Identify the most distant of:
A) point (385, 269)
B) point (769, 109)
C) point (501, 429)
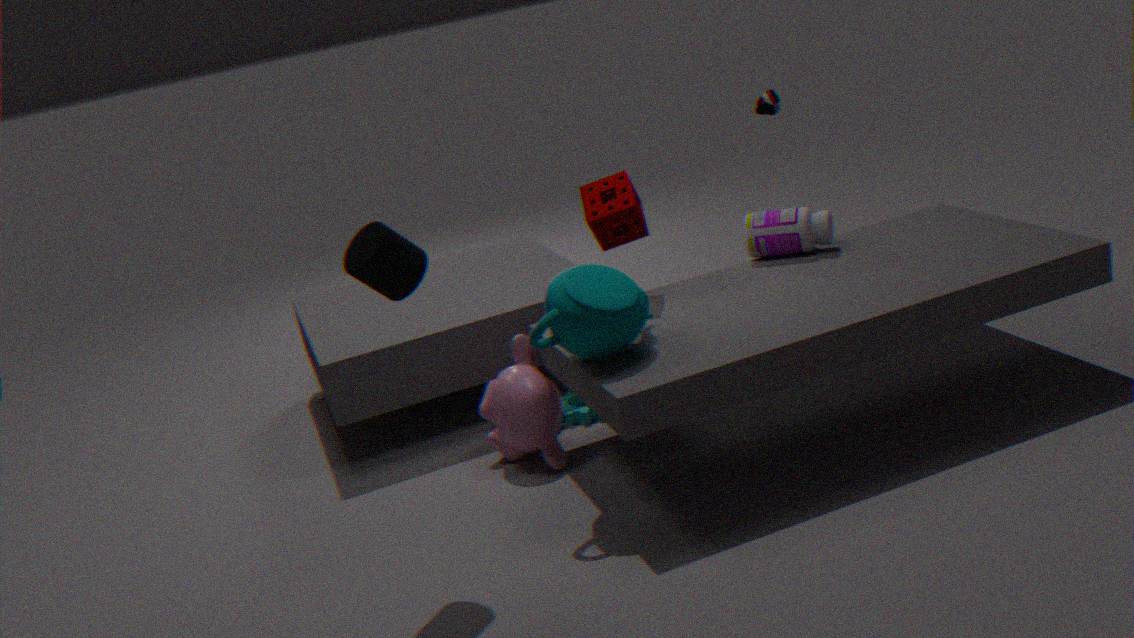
point (769, 109)
